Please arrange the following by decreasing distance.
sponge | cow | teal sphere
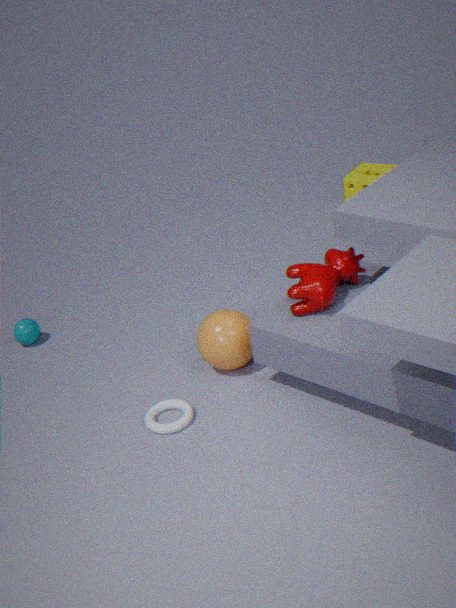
sponge < teal sphere < cow
